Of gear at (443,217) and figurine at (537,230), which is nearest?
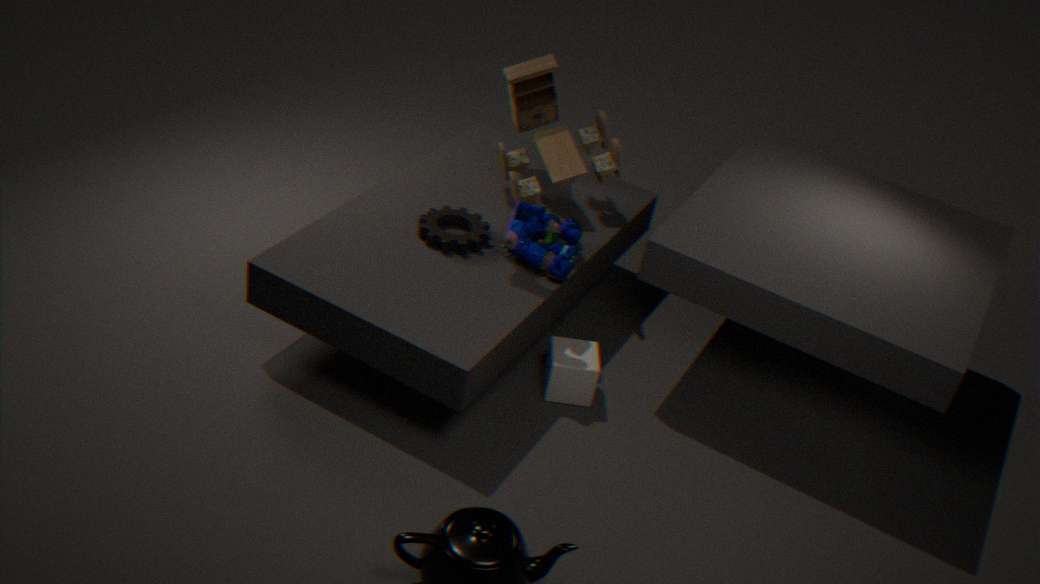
figurine at (537,230)
